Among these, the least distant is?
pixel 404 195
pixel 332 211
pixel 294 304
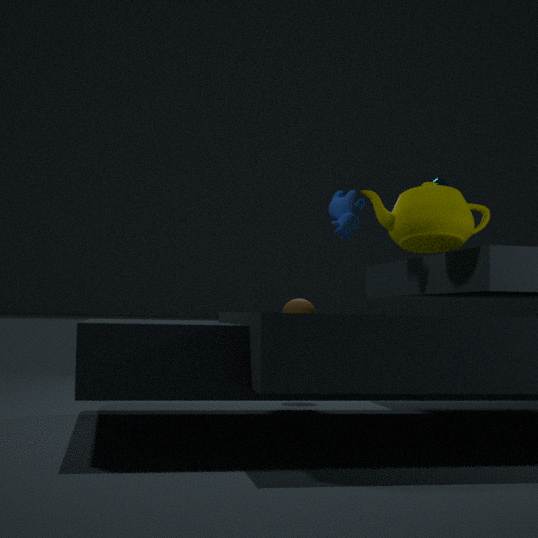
pixel 404 195
